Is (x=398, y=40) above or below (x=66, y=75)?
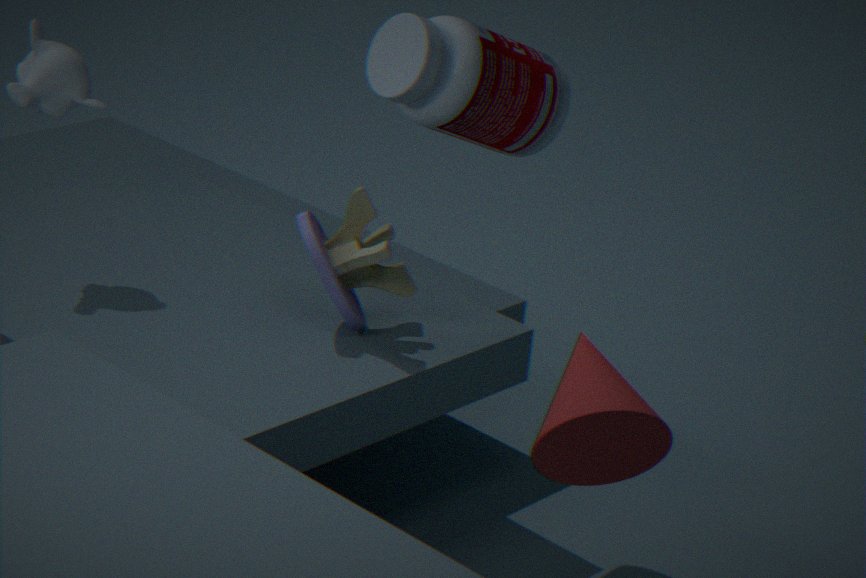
above
